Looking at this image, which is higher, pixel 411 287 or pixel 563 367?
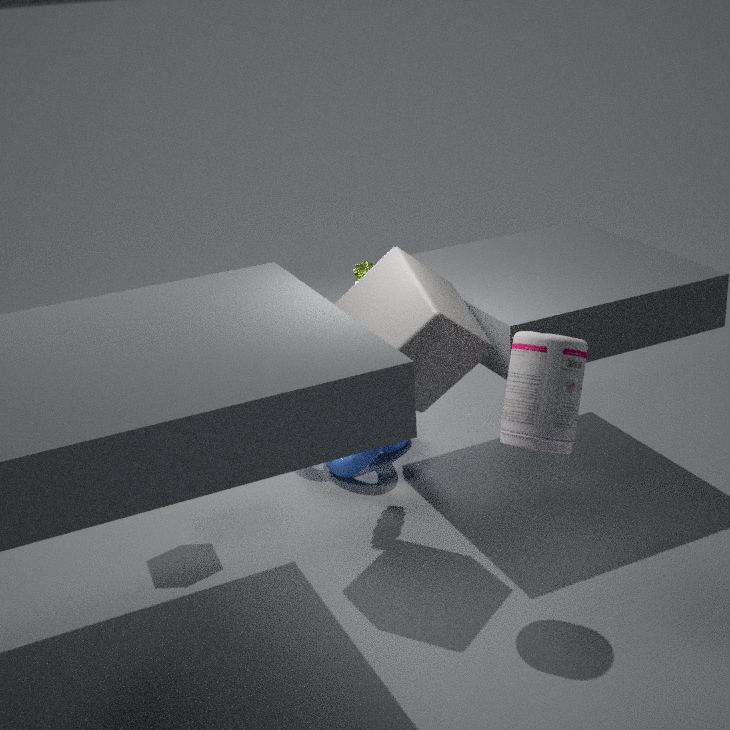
pixel 411 287
